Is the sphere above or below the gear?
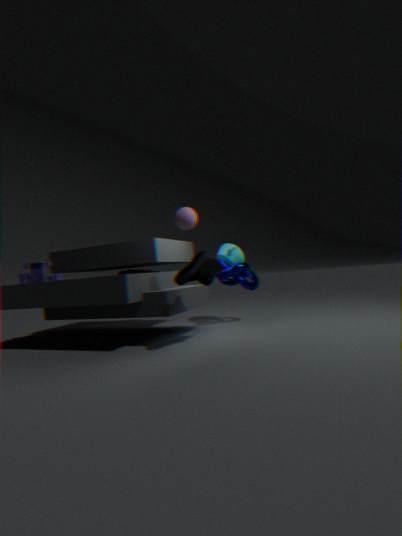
above
